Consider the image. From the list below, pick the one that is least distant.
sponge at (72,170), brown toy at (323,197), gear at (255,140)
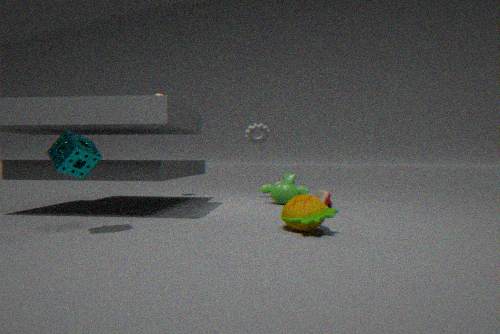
sponge at (72,170)
